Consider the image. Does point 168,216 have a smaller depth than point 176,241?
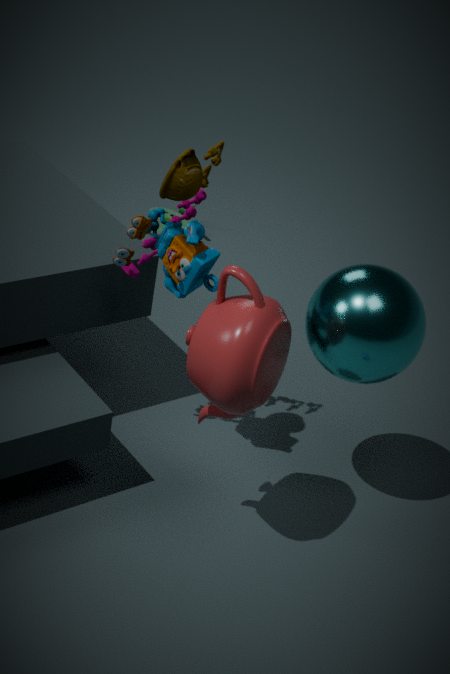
No
